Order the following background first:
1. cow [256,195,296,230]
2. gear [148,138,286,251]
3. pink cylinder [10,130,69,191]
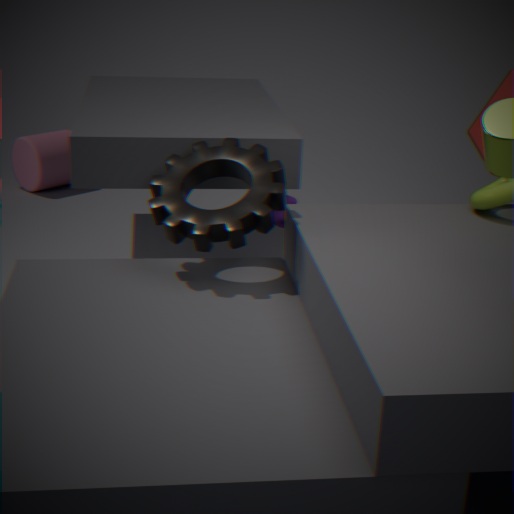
pink cylinder [10,130,69,191] < cow [256,195,296,230] < gear [148,138,286,251]
